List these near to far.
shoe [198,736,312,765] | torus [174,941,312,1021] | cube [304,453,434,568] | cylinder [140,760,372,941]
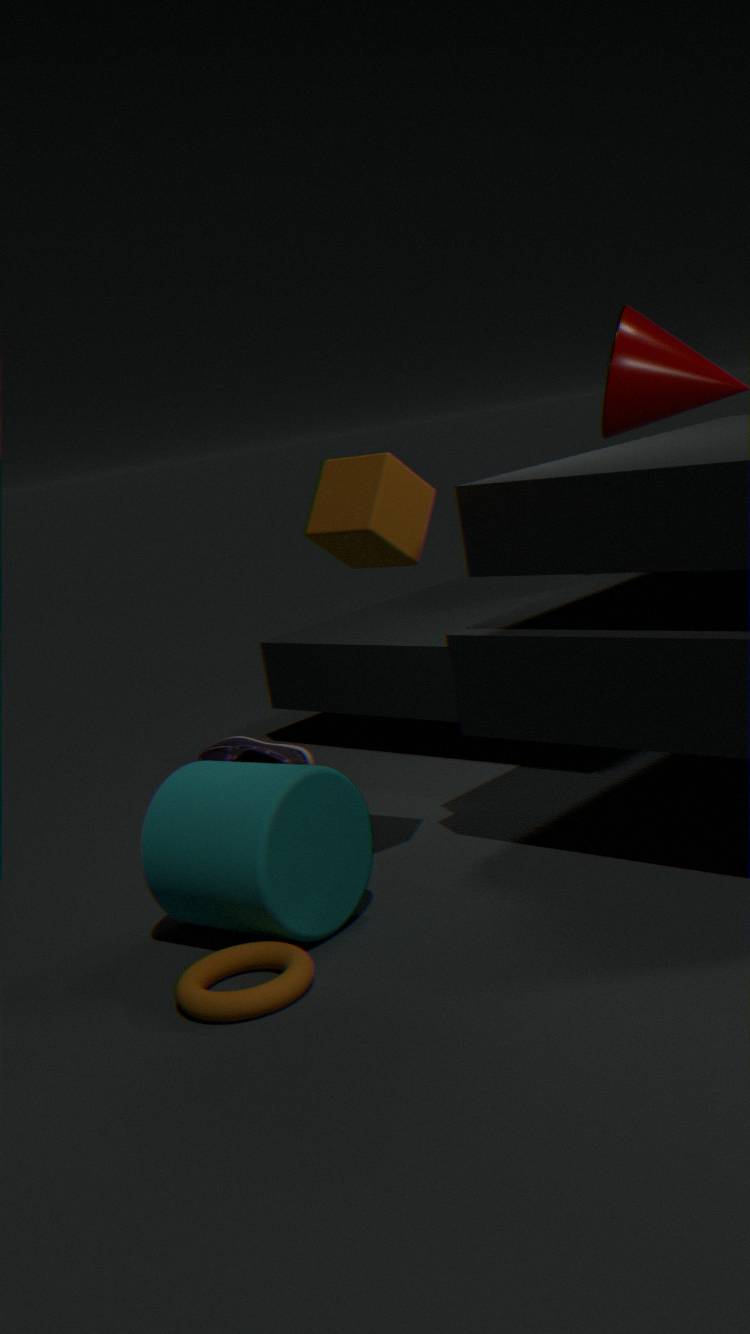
torus [174,941,312,1021] < cylinder [140,760,372,941] < cube [304,453,434,568] < shoe [198,736,312,765]
